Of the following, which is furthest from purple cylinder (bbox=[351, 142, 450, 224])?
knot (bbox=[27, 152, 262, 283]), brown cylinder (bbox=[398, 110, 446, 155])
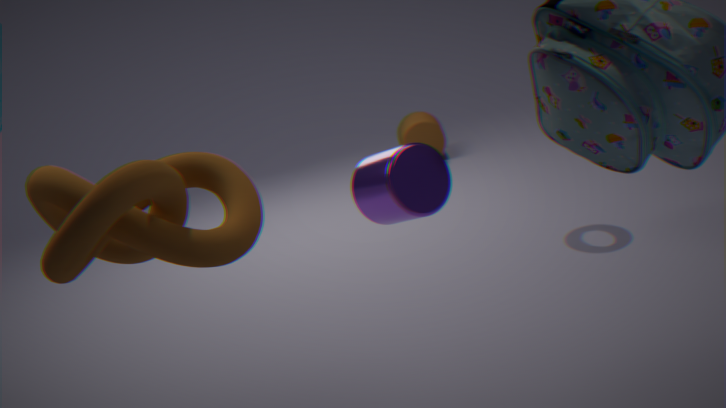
brown cylinder (bbox=[398, 110, 446, 155])
